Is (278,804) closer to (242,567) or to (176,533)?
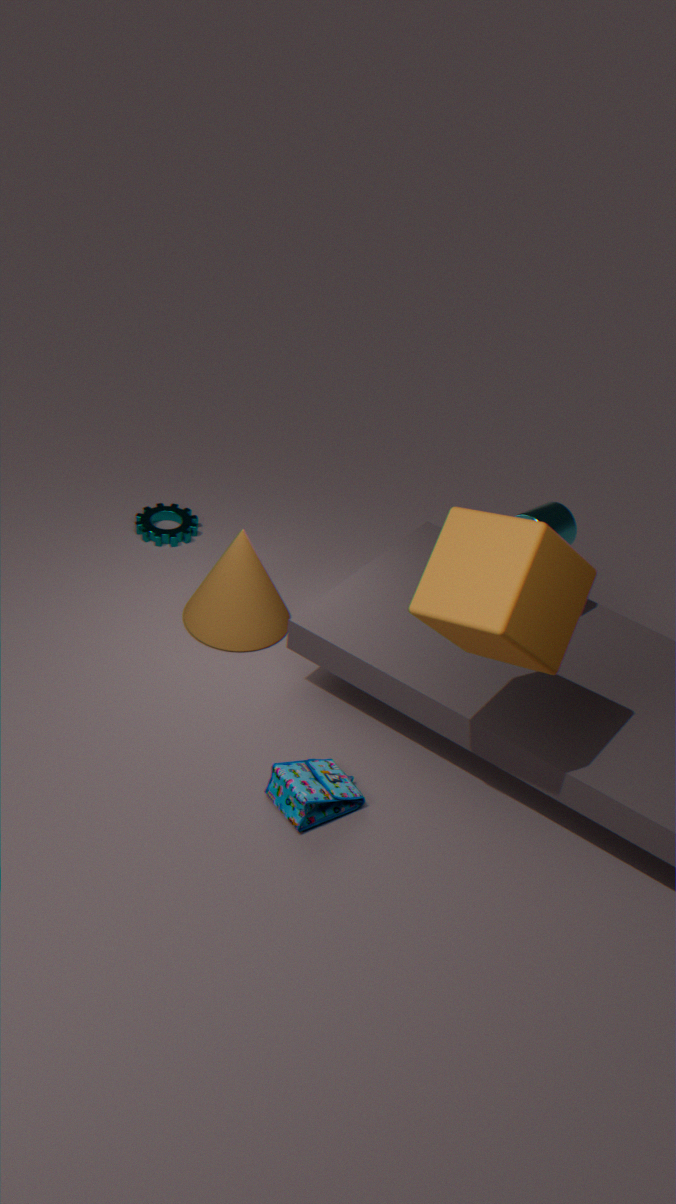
(242,567)
